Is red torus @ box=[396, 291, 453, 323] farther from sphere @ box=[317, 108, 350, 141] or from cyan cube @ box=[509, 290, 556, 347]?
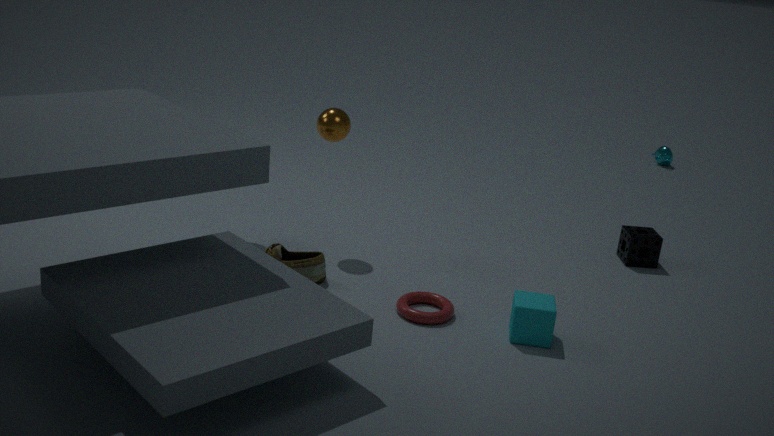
sphere @ box=[317, 108, 350, 141]
